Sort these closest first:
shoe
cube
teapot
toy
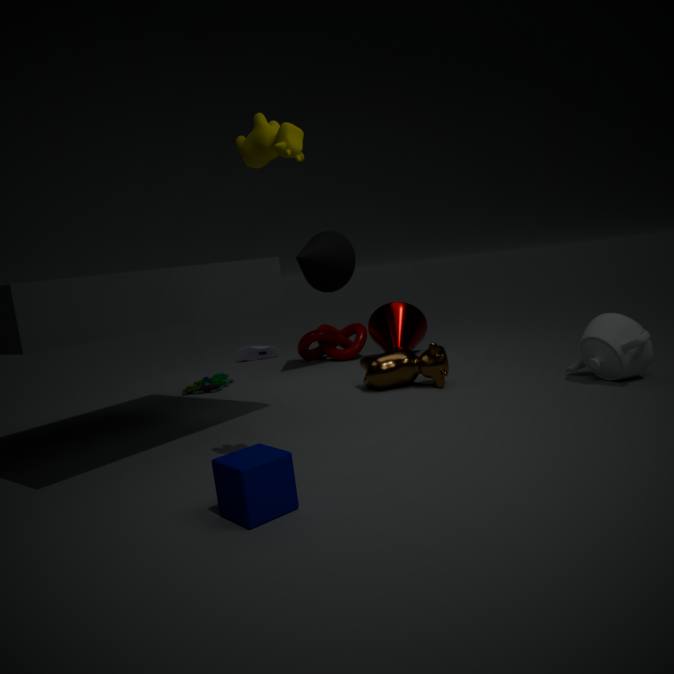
cube
teapot
toy
shoe
